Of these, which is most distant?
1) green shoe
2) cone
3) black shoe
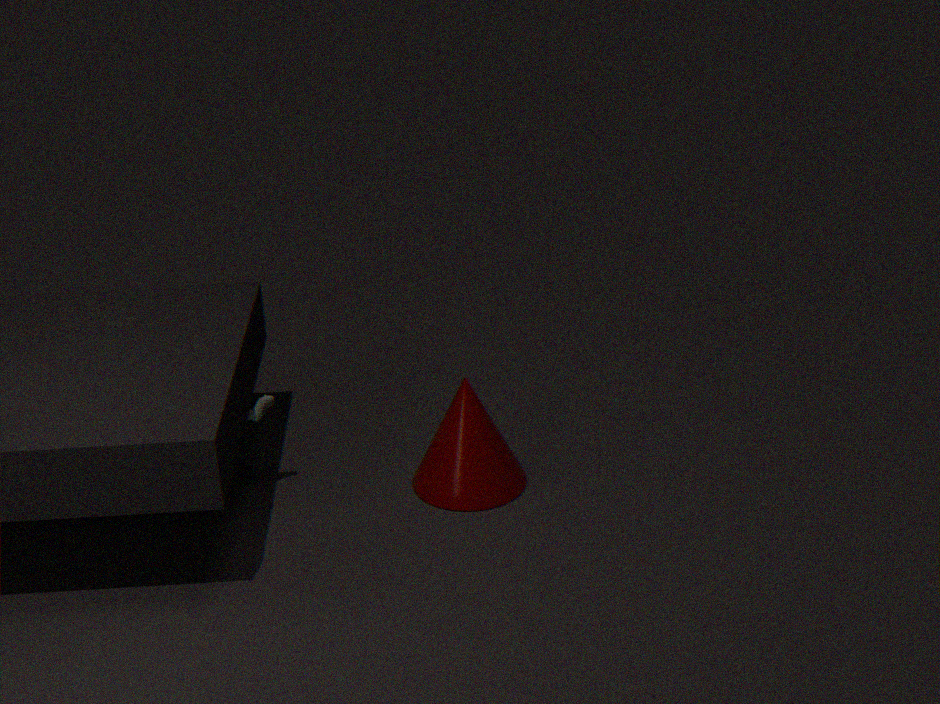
1. green shoe
